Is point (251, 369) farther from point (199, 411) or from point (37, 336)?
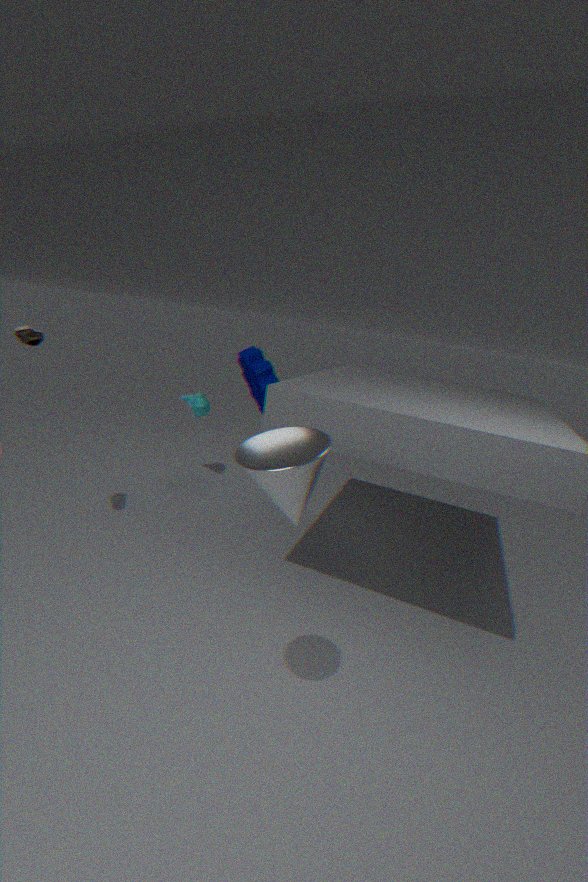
point (37, 336)
